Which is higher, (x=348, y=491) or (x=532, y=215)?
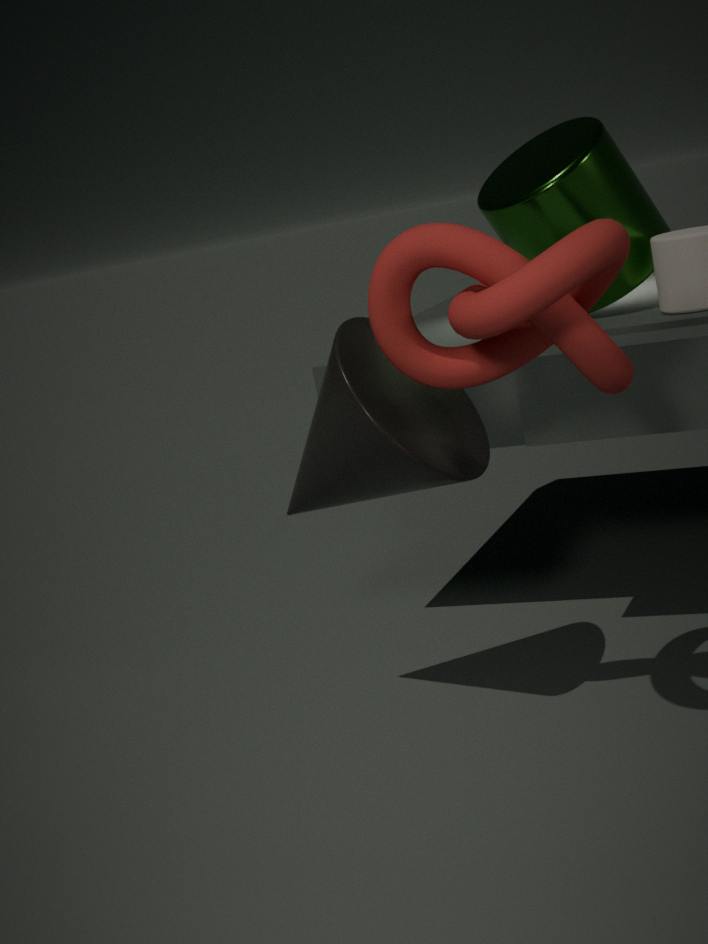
(x=532, y=215)
